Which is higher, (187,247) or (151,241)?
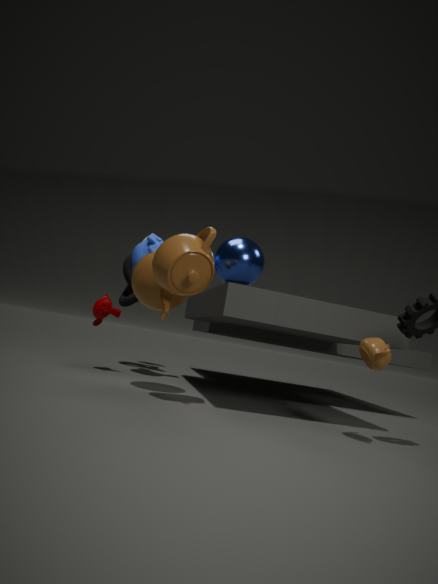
(151,241)
